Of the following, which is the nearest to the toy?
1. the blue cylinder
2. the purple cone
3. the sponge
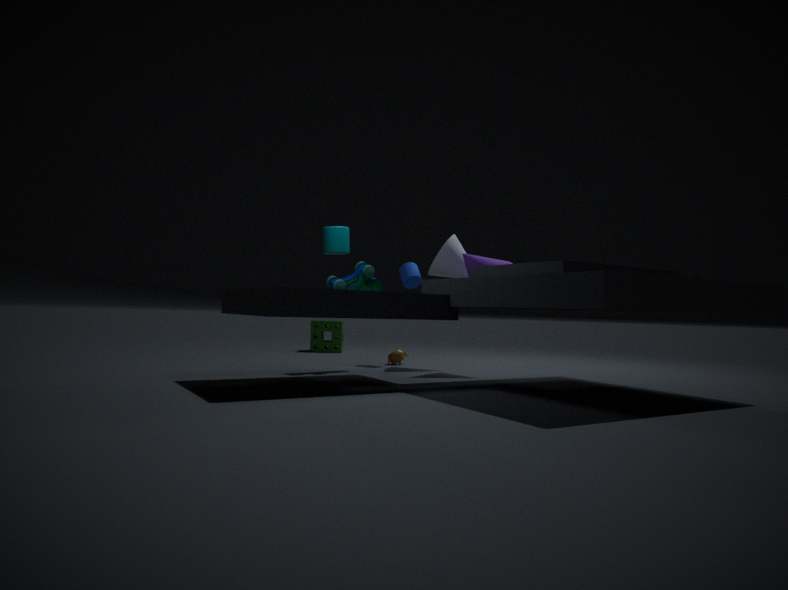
the blue cylinder
